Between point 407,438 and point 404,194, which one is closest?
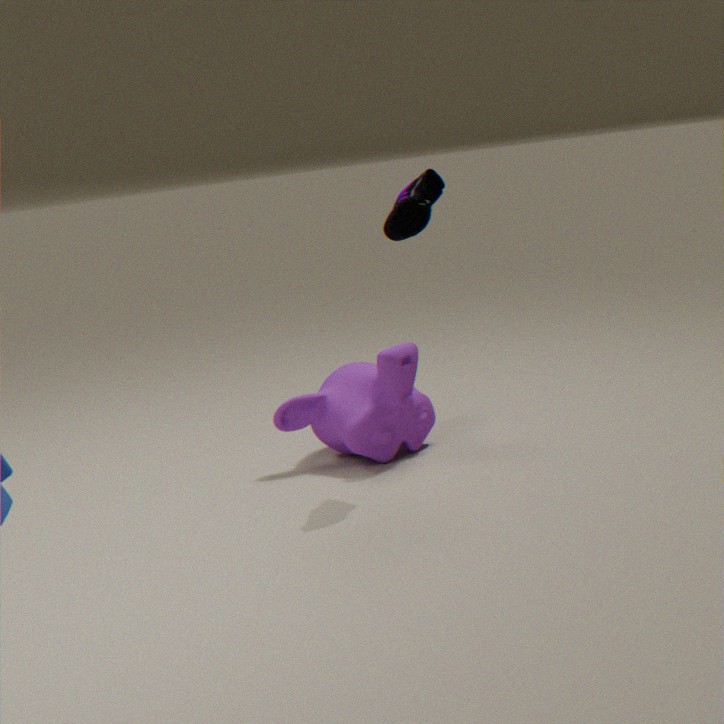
point 404,194
